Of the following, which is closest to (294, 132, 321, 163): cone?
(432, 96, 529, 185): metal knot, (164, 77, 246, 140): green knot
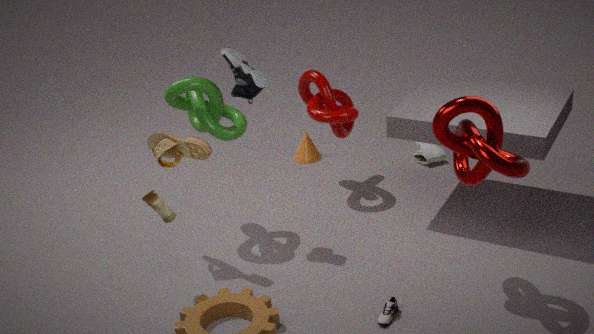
(164, 77, 246, 140): green knot
